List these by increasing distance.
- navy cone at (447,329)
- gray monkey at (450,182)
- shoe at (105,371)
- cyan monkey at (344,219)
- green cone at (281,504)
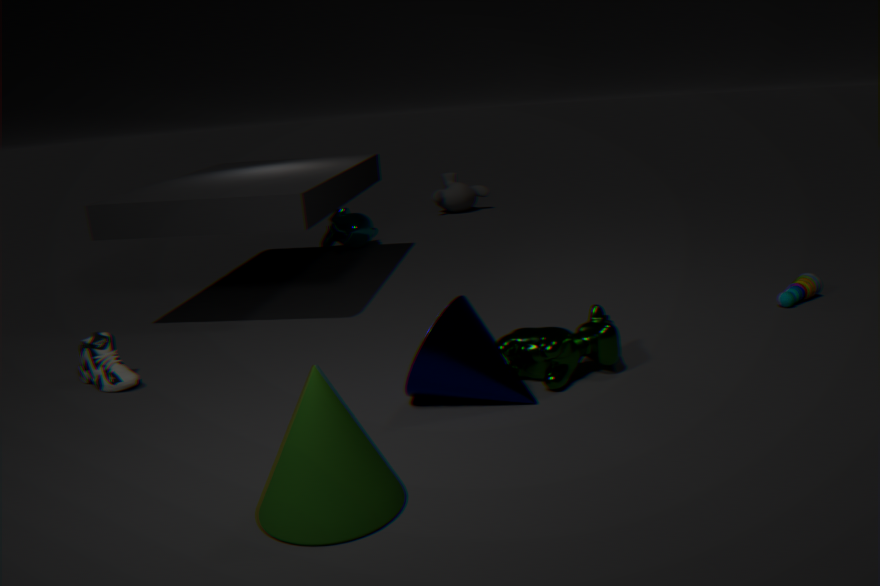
green cone at (281,504) < navy cone at (447,329) < shoe at (105,371) < cyan monkey at (344,219) < gray monkey at (450,182)
